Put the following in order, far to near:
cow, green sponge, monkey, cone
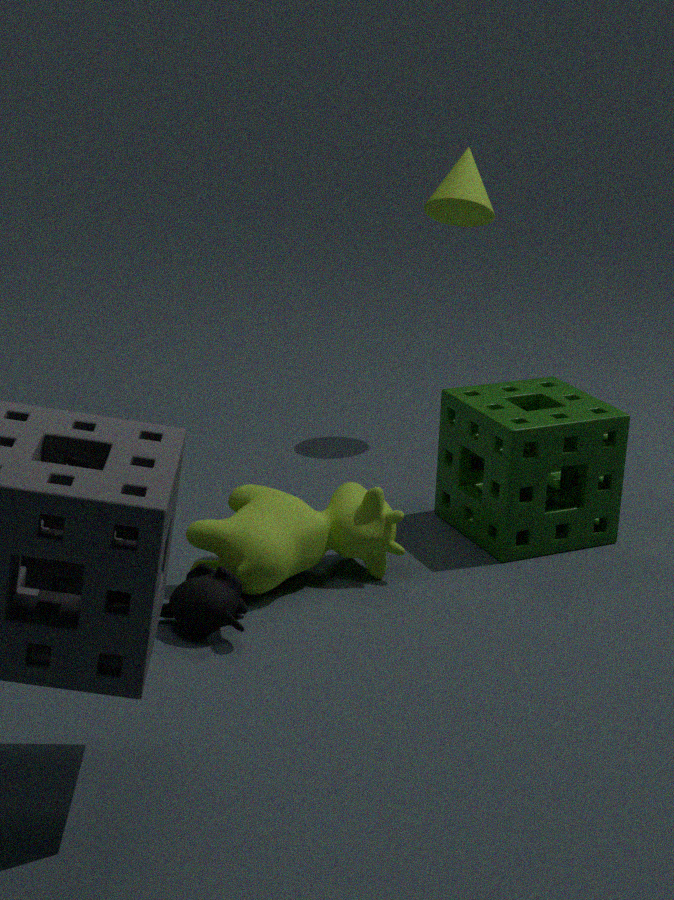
1. cone
2. green sponge
3. cow
4. monkey
